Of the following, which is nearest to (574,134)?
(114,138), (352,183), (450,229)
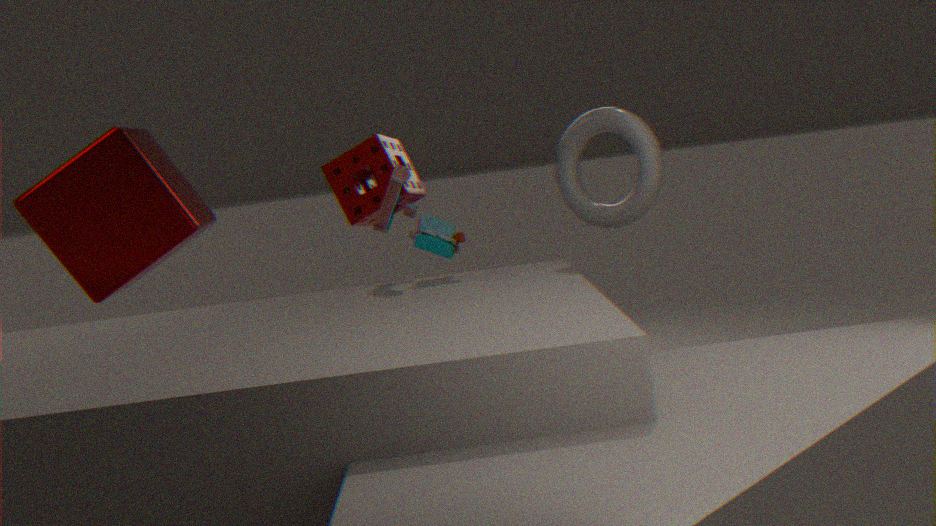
(450,229)
